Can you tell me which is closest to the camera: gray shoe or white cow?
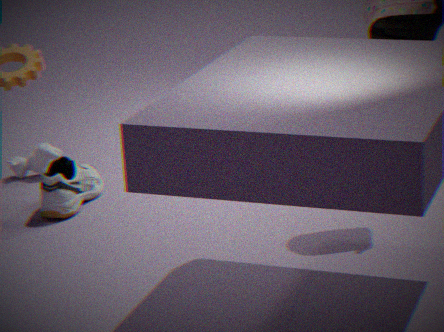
gray shoe
